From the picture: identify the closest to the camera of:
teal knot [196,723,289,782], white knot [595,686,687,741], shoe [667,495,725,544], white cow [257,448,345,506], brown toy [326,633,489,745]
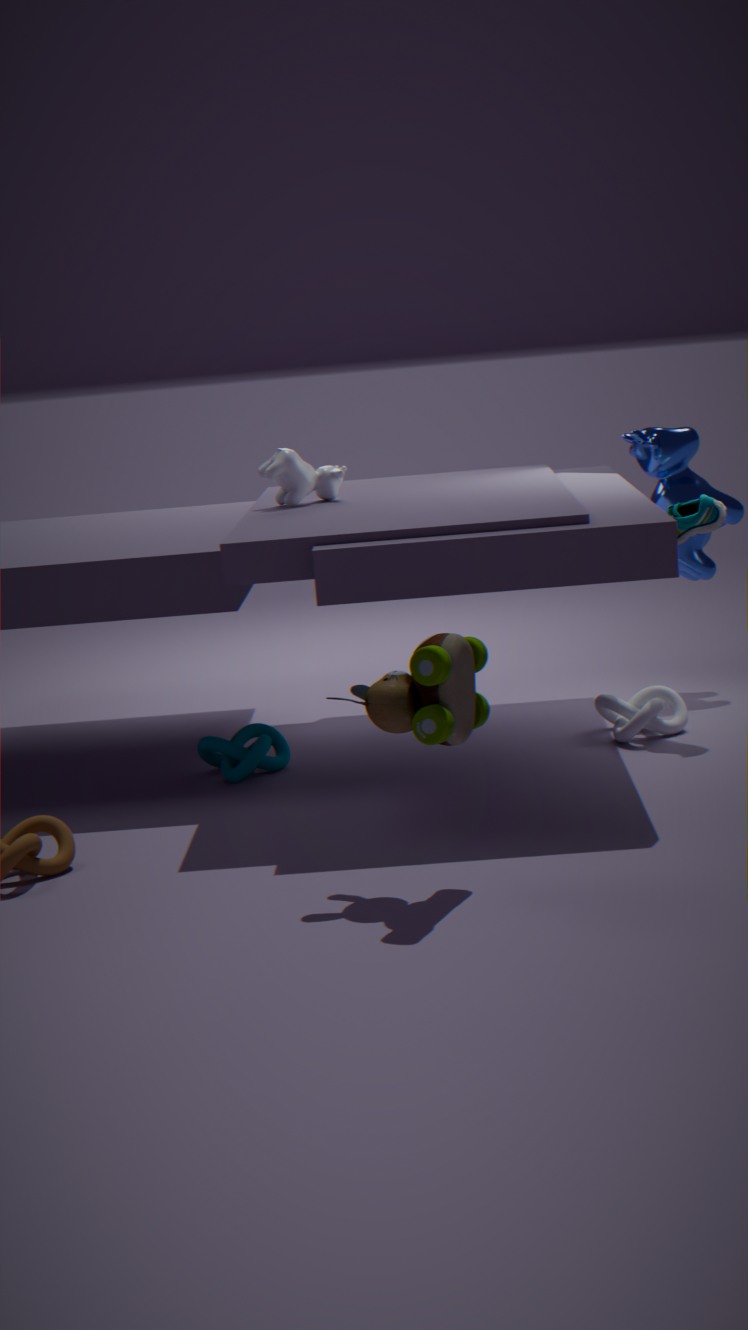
brown toy [326,633,489,745]
